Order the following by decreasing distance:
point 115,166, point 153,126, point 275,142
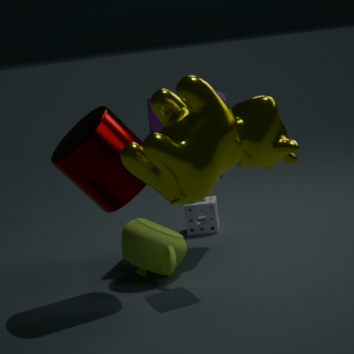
point 153,126, point 115,166, point 275,142
